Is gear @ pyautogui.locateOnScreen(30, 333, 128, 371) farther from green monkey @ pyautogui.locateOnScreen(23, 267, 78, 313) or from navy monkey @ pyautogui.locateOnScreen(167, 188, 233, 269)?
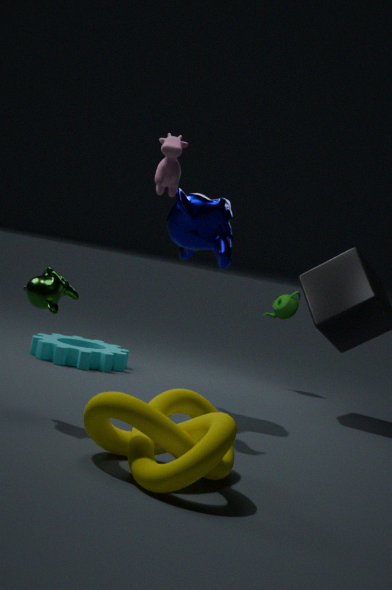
green monkey @ pyautogui.locateOnScreen(23, 267, 78, 313)
